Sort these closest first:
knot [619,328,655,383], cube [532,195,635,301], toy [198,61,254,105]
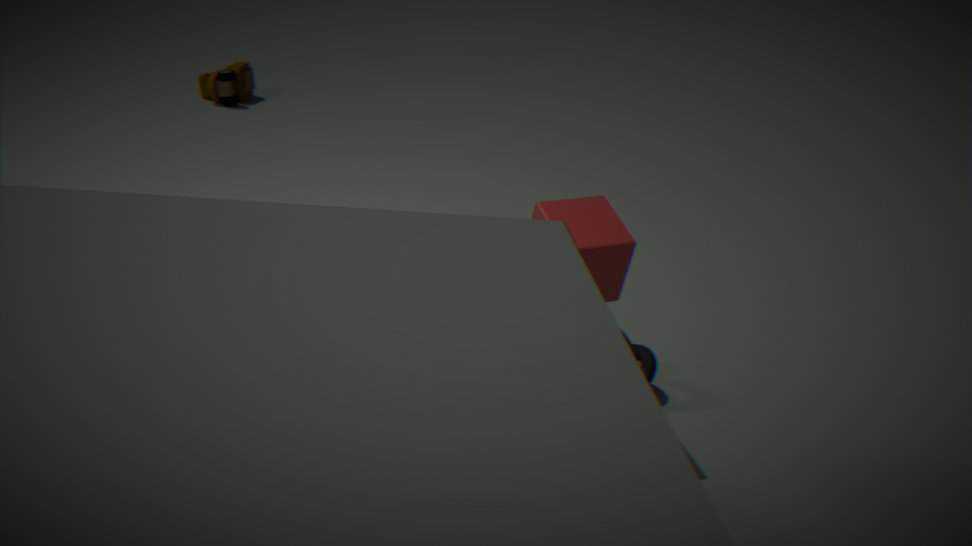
1. cube [532,195,635,301]
2. knot [619,328,655,383]
3. toy [198,61,254,105]
